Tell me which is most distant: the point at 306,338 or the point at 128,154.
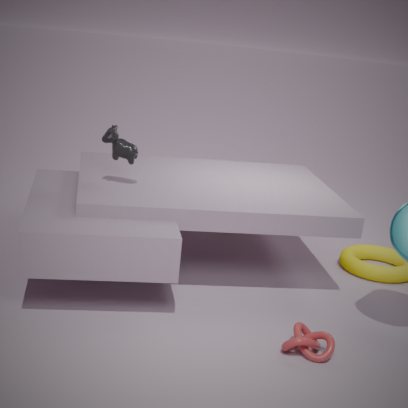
the point at 128,154
